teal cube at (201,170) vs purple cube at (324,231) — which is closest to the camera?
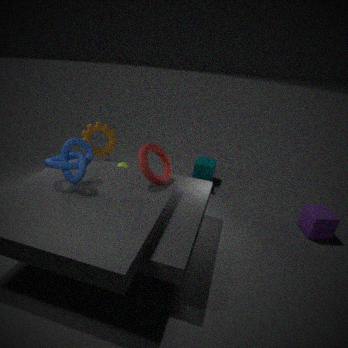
purple cube at (324,231)
